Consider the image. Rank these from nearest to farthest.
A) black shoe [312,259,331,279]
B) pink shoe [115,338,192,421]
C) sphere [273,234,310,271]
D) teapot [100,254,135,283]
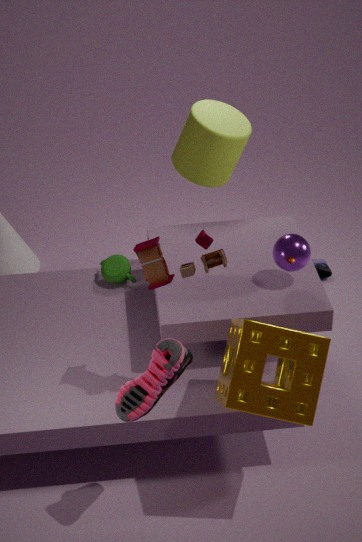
pink shoe [115,338,192,421]
sphere [273,234,310,271]
teapot [100,254,135,283]
black shoe [312,259,331,279]
